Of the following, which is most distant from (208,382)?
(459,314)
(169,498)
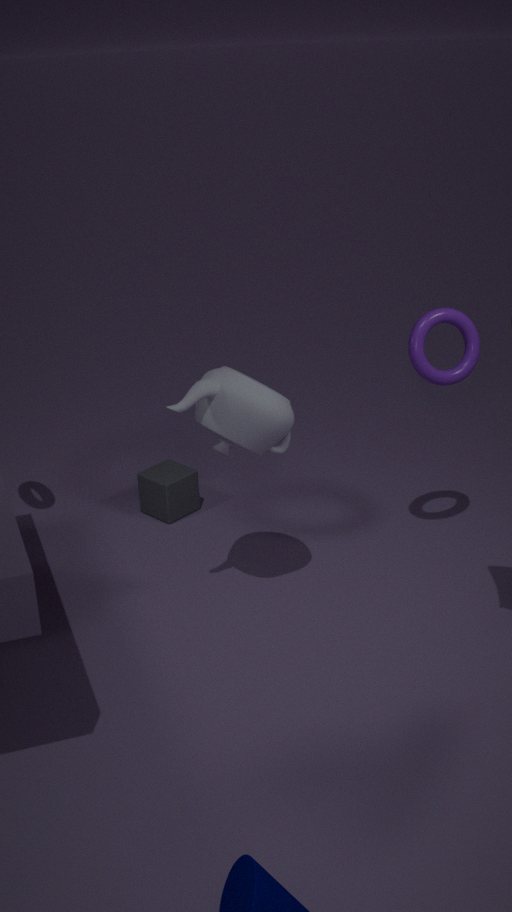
(169,498)
